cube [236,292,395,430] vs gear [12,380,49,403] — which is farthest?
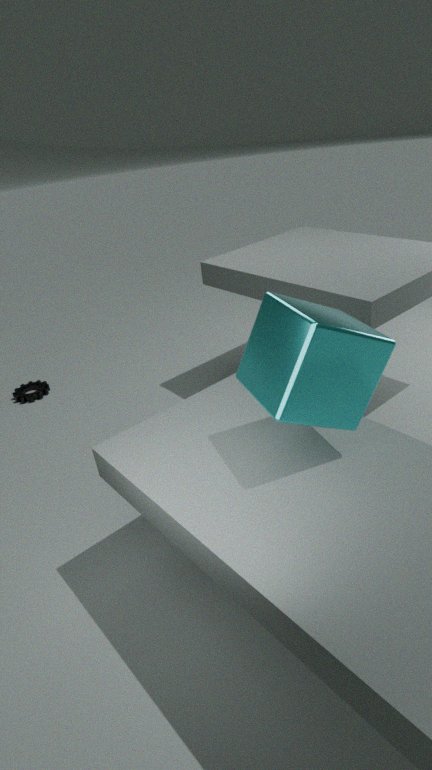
gear [12,380,49,403]
